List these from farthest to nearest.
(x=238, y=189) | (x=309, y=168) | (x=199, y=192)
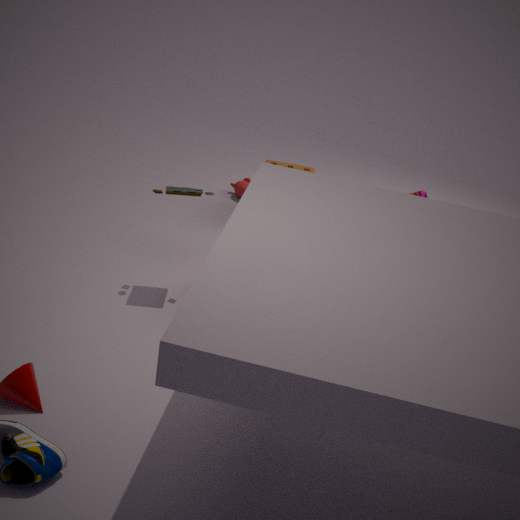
1. (x=238, y=189)
2. (x=309, y=168)
3. (x=199, y=192)
